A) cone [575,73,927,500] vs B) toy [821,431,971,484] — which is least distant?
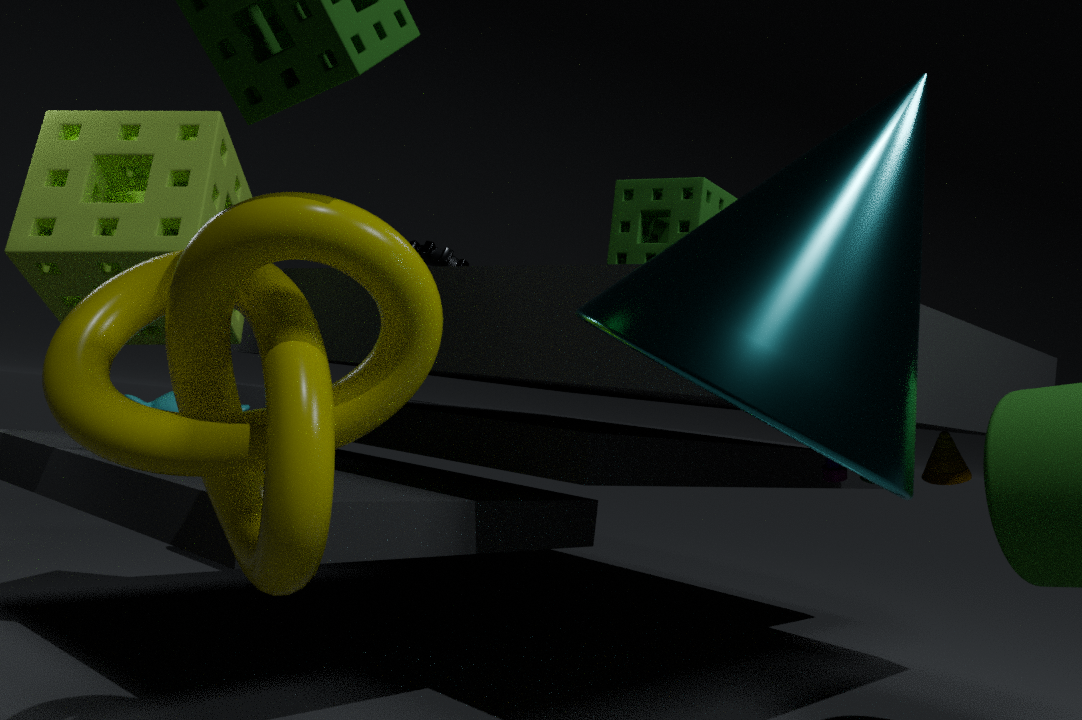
A. cone [575,73,927,500]
